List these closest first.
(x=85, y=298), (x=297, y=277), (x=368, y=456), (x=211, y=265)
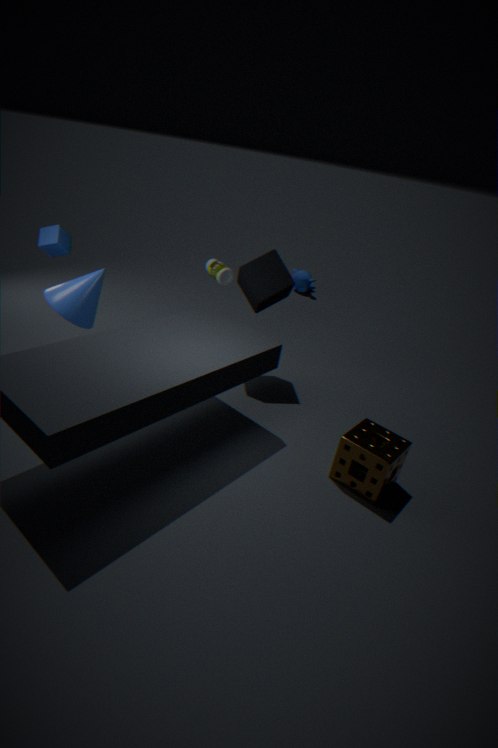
1. (x=368, y=456)
2. (x=85, y=298)
3. (x=211, y=265)
4. (x=297, y=277)
